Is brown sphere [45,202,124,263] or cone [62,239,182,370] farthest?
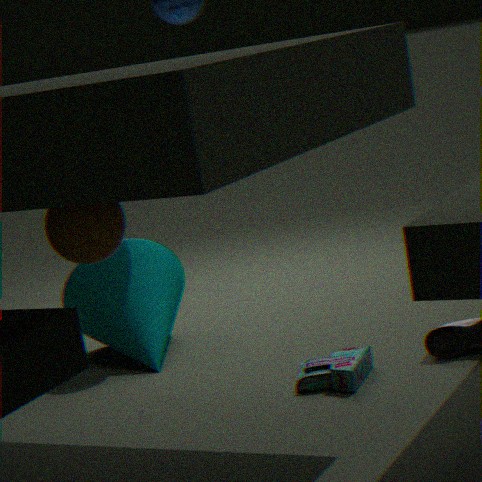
cone [62,239,182,370]
